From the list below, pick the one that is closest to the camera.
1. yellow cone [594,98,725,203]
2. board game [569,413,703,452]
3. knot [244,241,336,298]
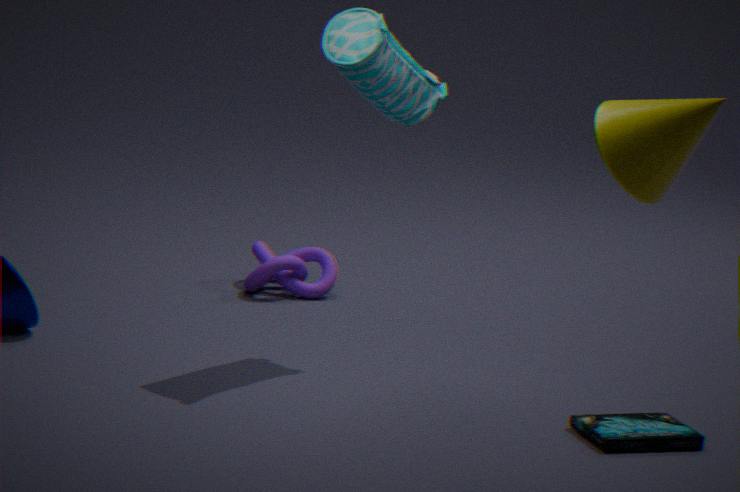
yellow cone [594,98,725,203]
